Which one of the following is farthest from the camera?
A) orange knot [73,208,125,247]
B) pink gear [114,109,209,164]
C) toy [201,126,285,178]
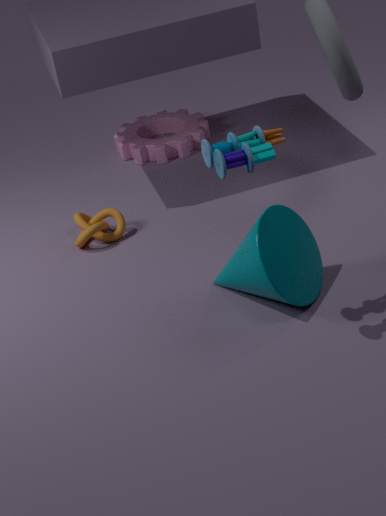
pink gear [114,109,209,164]
